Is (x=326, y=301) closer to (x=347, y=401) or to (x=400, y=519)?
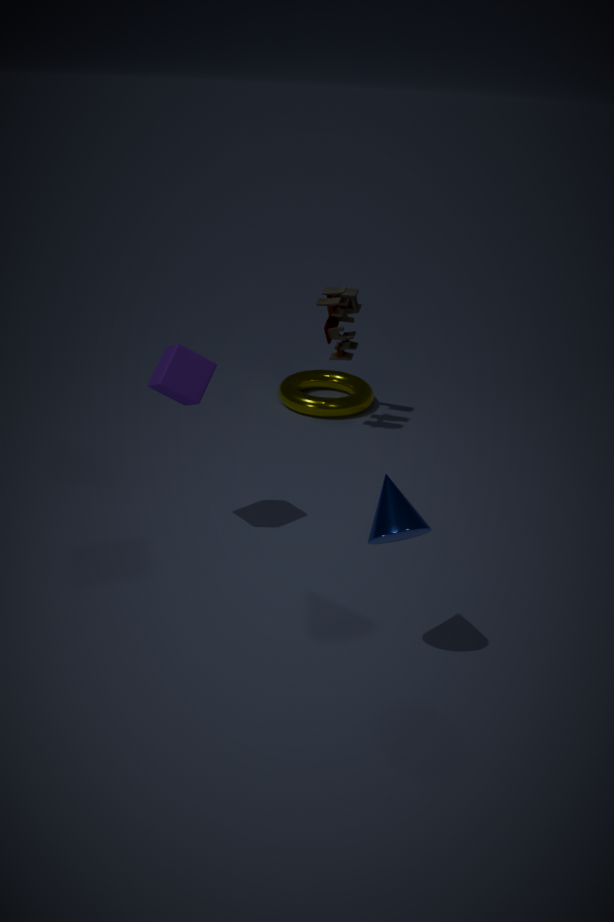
(x=347, y=401)
